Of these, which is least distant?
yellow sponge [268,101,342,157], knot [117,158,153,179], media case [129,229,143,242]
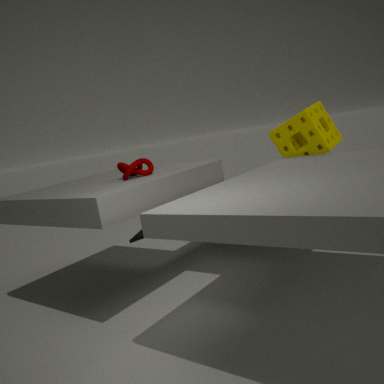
knot [117,158,153,179]
